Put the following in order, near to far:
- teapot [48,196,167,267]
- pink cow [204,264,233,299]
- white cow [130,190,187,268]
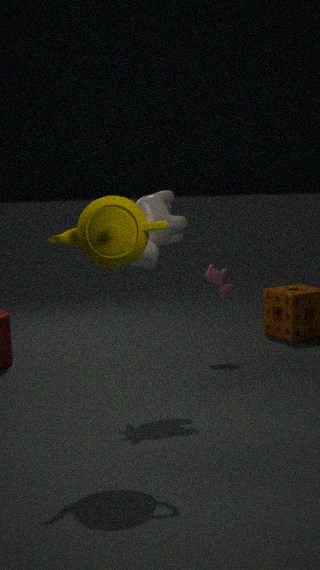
1. teapot [48,196,167,267]
2. white cow [130,190,187,268]
3. pink cow [204,264,233,299]
